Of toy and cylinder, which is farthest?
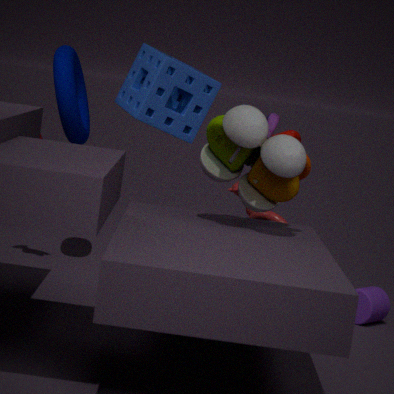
cylinder
